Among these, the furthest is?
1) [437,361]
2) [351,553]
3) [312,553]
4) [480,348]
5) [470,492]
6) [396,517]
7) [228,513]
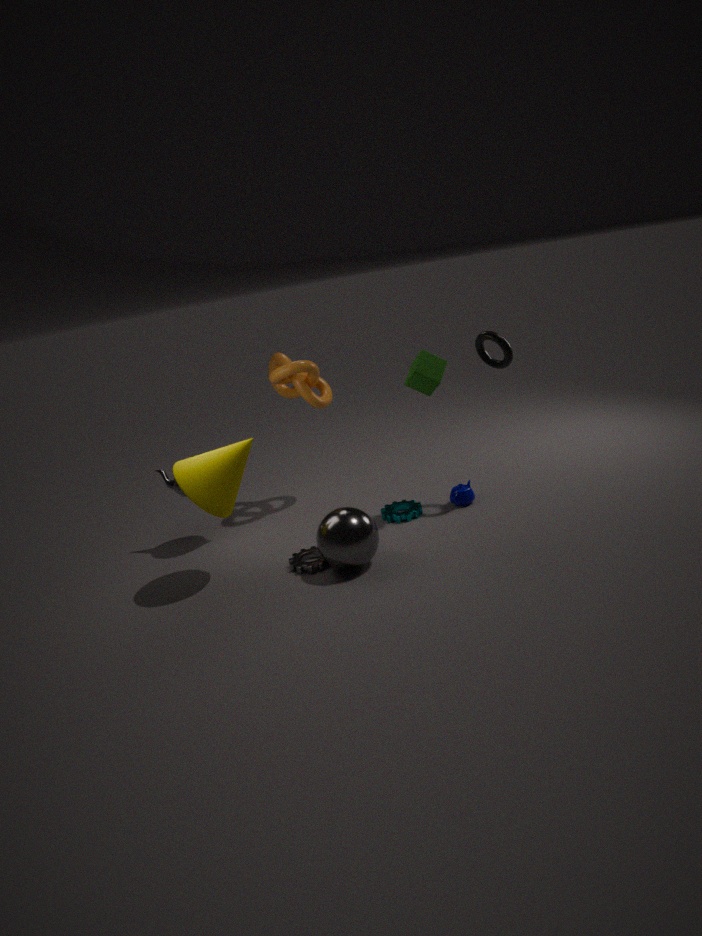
5. [470,492]
